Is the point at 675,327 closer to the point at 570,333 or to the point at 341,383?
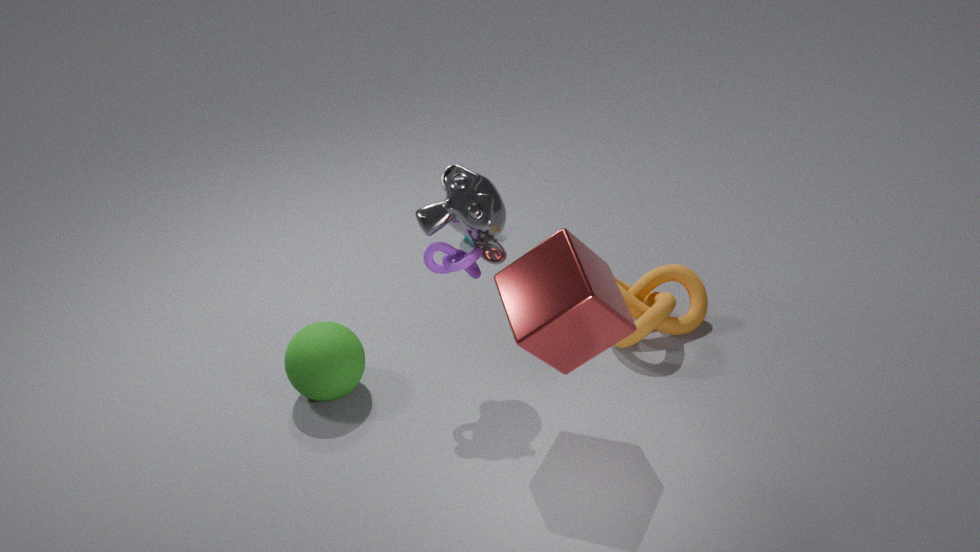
the point at 570,333
